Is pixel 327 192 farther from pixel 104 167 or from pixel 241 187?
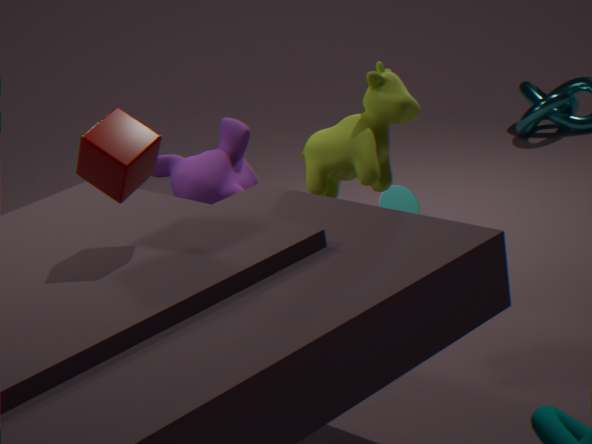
pixel 104 167
